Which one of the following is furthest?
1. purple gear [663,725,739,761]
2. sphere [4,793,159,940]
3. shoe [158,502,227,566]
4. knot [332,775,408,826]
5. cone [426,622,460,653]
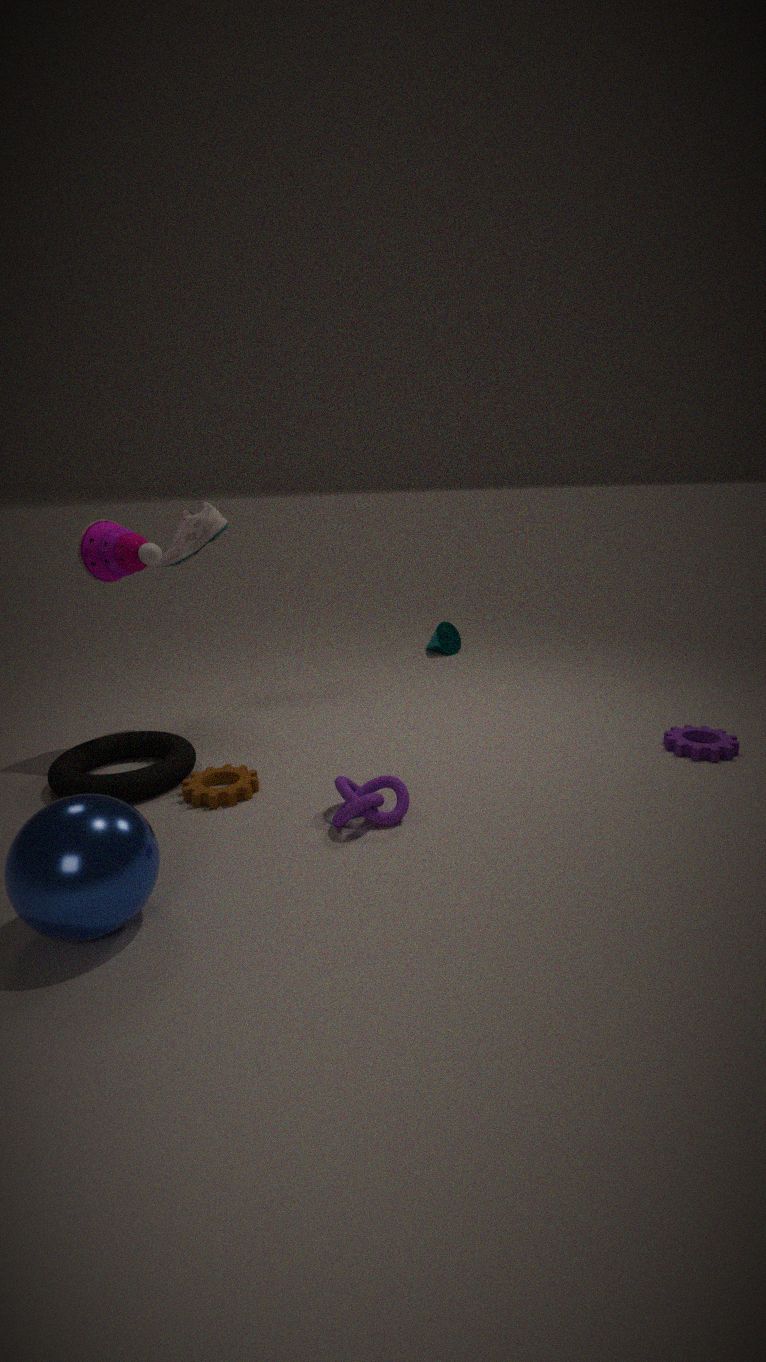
cone [426,622,460,653]
